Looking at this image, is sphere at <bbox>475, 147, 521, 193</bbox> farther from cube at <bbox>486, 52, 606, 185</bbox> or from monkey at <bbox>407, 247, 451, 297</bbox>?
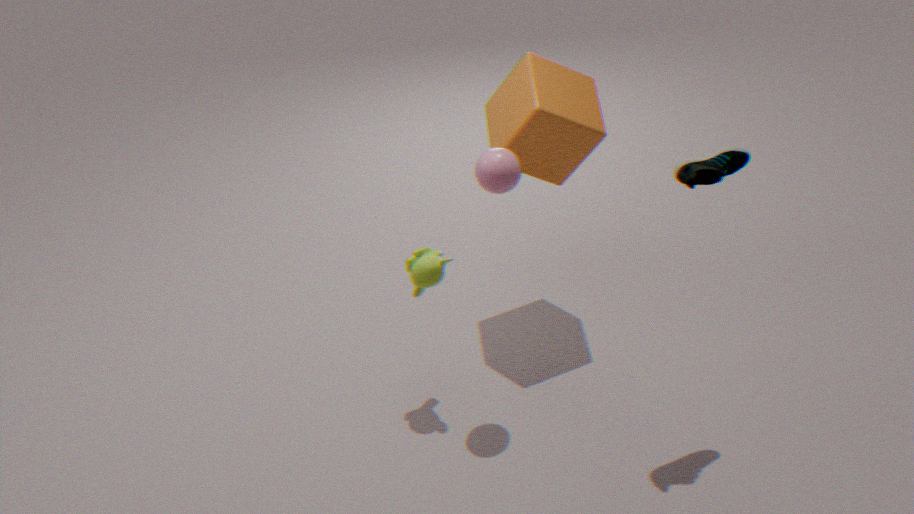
monkey at <bbox>407, 247, 451, 297</bbox>
